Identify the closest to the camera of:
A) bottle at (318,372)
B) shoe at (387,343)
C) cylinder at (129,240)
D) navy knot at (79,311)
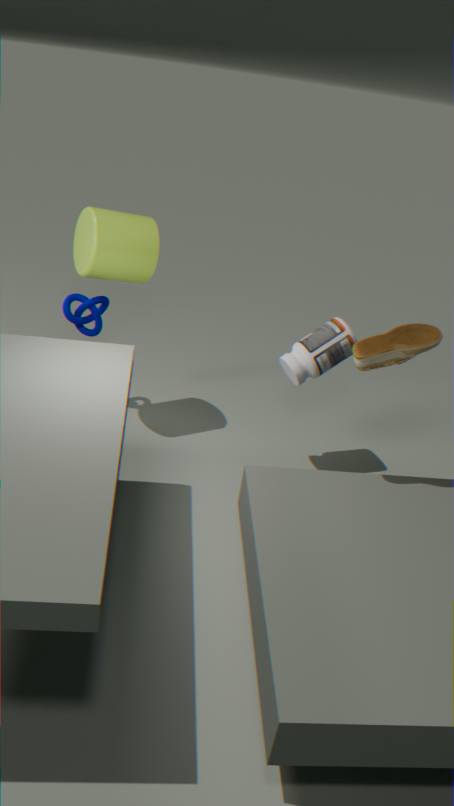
shoe at (387,343)
